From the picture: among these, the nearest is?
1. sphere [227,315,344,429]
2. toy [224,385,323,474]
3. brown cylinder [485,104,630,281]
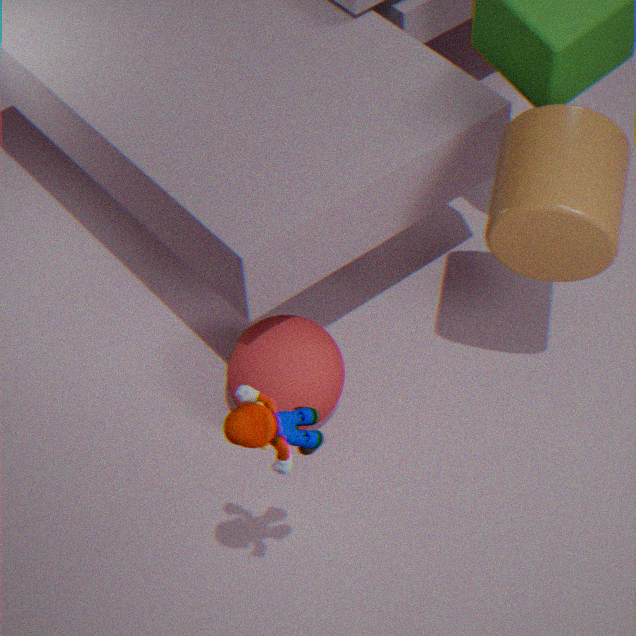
toy [224,385,323,474]
